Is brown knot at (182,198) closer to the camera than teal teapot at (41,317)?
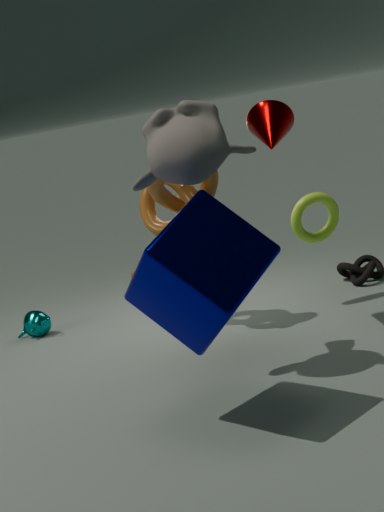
Yes
